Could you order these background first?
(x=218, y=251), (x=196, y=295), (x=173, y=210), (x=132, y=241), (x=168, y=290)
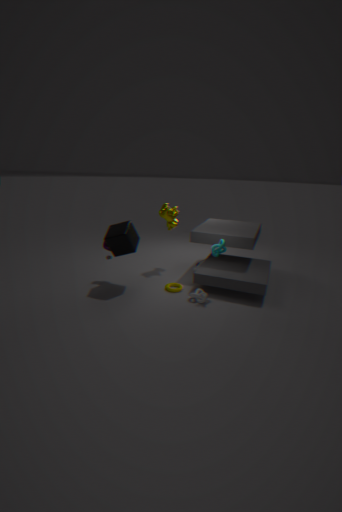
(x=173, y=210) → (x=168, y=290) → (x=132, y=241) → (x=218, y=251) → (x=196, y=295)
